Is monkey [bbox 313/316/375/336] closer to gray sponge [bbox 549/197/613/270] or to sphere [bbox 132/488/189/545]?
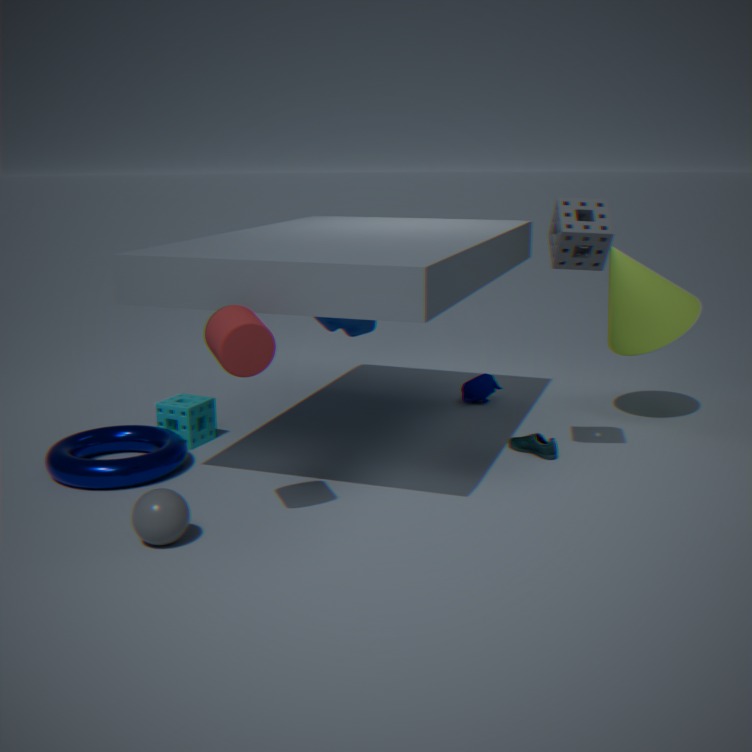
gray sponge [bbox 549/197/613/270]
